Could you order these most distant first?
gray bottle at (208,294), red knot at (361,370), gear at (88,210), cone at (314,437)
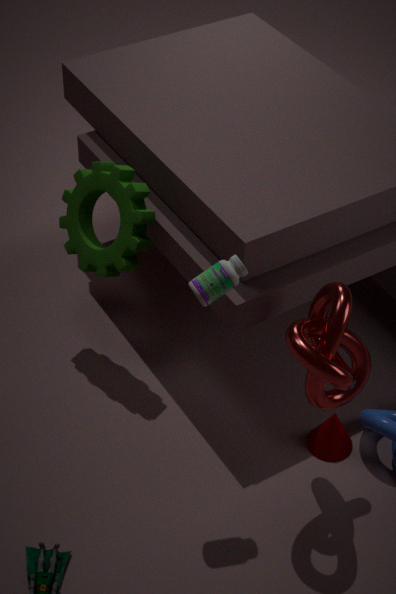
cone at (314,437) → gear at (88,210) → gray bottle at (208,294) → red knot at (361,370)
